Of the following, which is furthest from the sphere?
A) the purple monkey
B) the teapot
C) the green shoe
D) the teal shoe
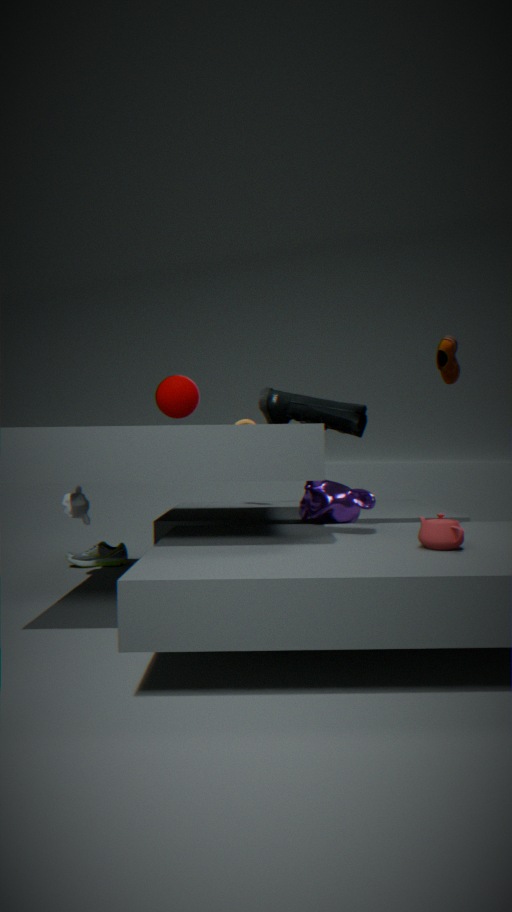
the green shoe
